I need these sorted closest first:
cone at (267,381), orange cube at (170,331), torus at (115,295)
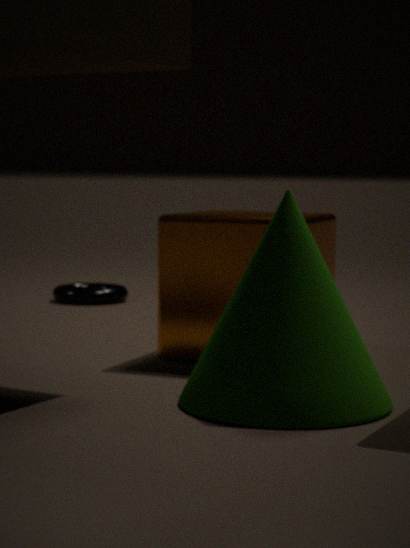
cone at (267,381) < orange cube at (170,331) < torus at (115,295)
